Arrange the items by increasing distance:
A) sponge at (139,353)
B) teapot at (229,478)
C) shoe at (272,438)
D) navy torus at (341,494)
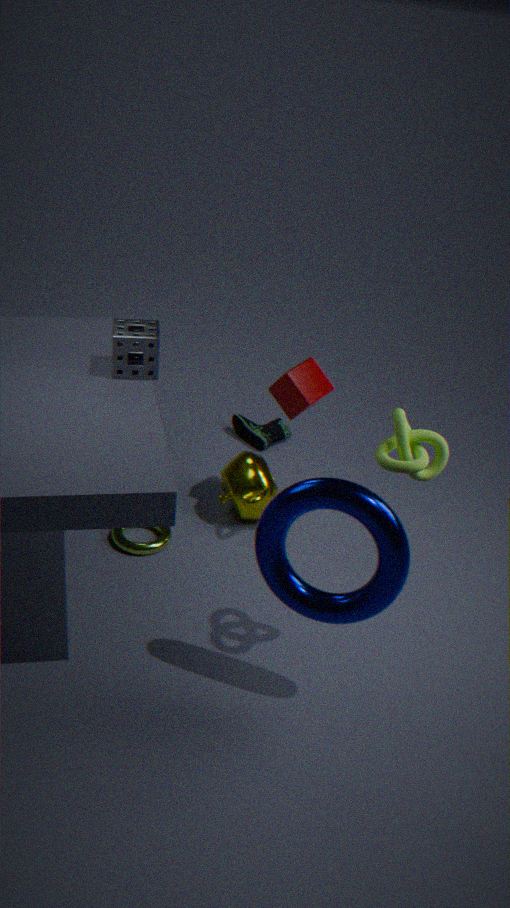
navy torus at (341,494) → sponge at (139,353) → teapot at (229,478) → shoe at (272,438)
